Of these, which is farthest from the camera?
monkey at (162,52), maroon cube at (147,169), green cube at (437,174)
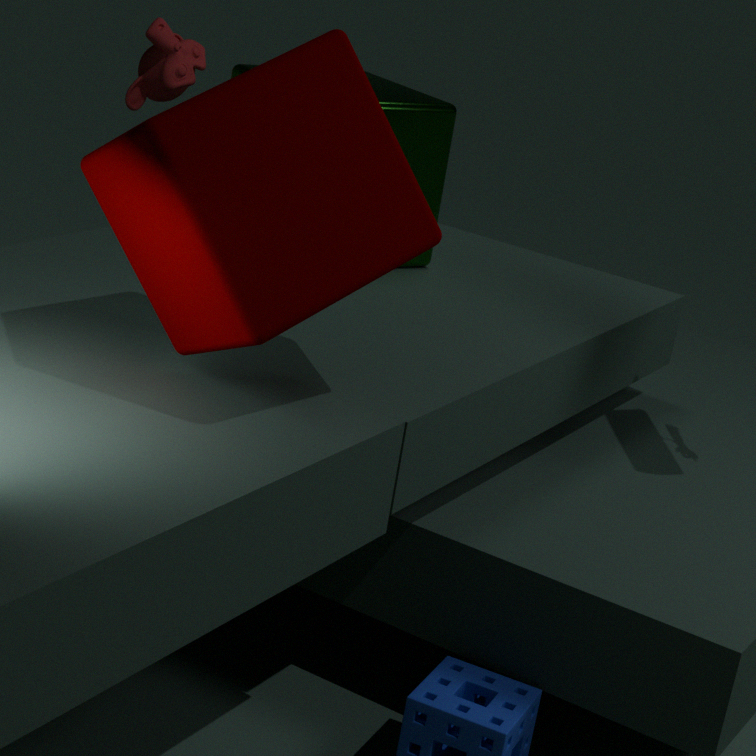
monkey at (162,52)
